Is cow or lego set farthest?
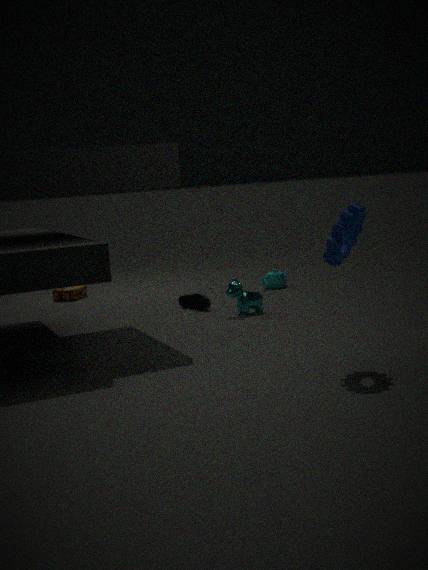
lego set
